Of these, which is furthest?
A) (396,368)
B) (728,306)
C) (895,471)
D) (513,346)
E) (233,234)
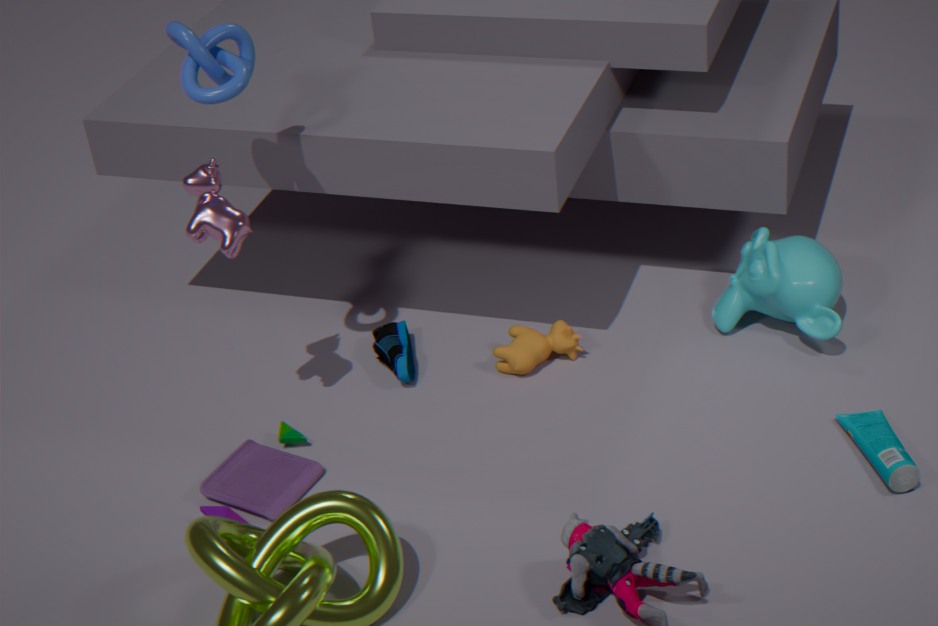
(728,306)
